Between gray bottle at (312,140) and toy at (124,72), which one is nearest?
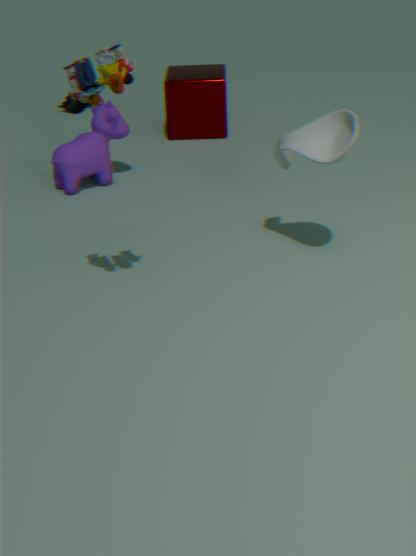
toy at (124,72)
